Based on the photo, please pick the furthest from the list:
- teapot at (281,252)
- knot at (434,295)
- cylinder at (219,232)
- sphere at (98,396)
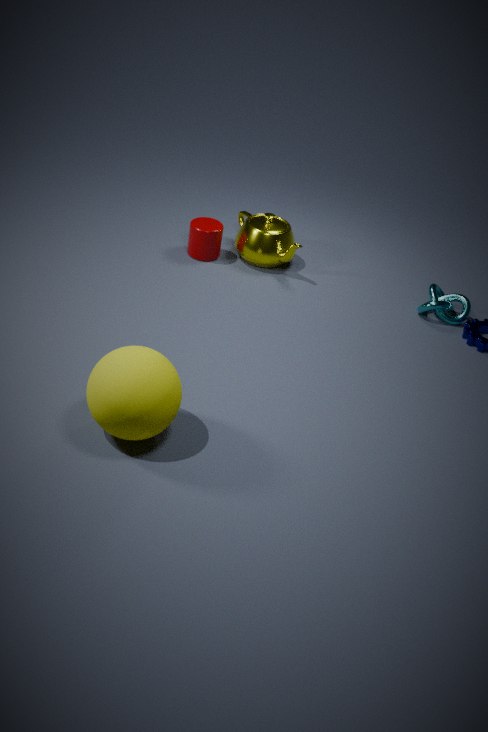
teapot at (281,252)
